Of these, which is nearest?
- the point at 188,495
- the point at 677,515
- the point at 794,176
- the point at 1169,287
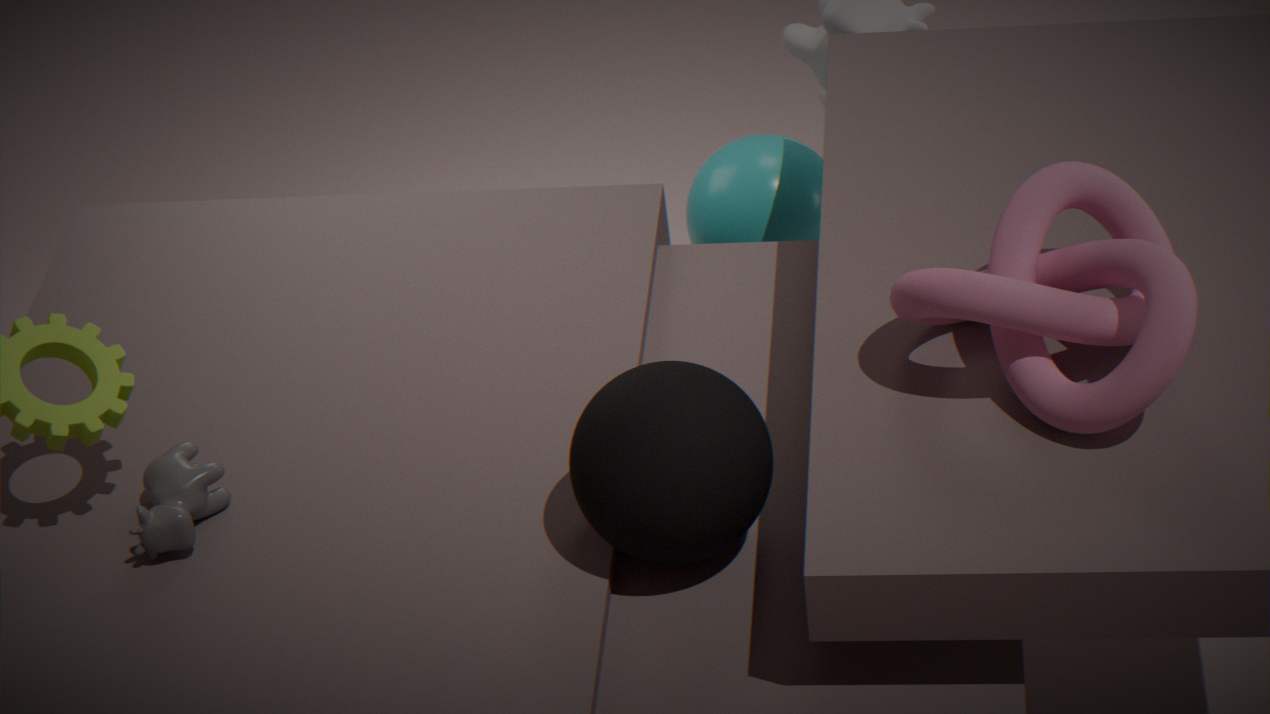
the point at 1169,287
